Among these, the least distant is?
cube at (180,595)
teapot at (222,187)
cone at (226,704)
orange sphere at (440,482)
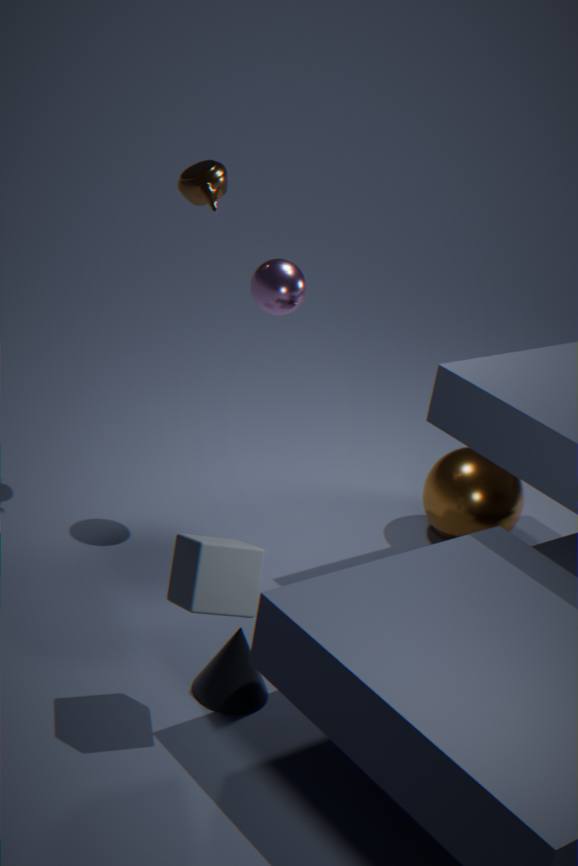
cube at (180,595)
